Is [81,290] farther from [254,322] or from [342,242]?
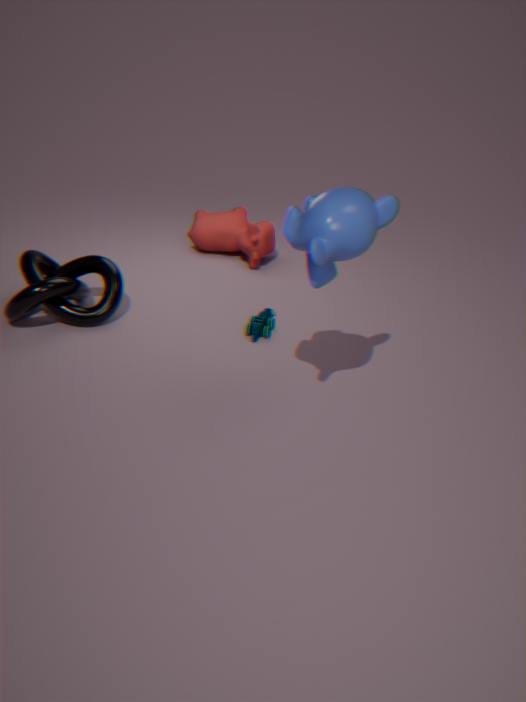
[342,242]
